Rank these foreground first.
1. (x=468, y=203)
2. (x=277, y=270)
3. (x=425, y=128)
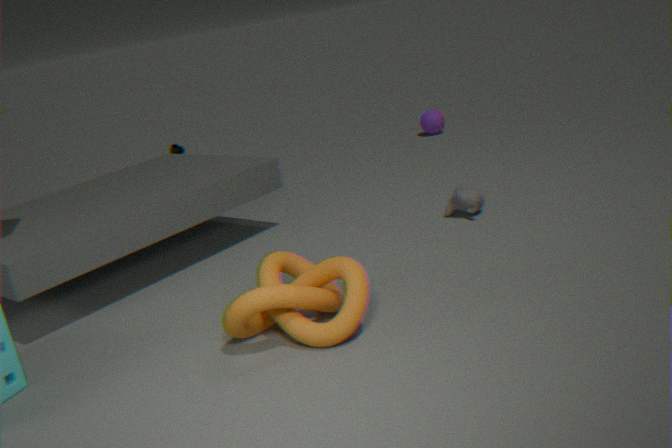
(x=277, y=270) < (x=468, y=203) < (x=425, y=128)
